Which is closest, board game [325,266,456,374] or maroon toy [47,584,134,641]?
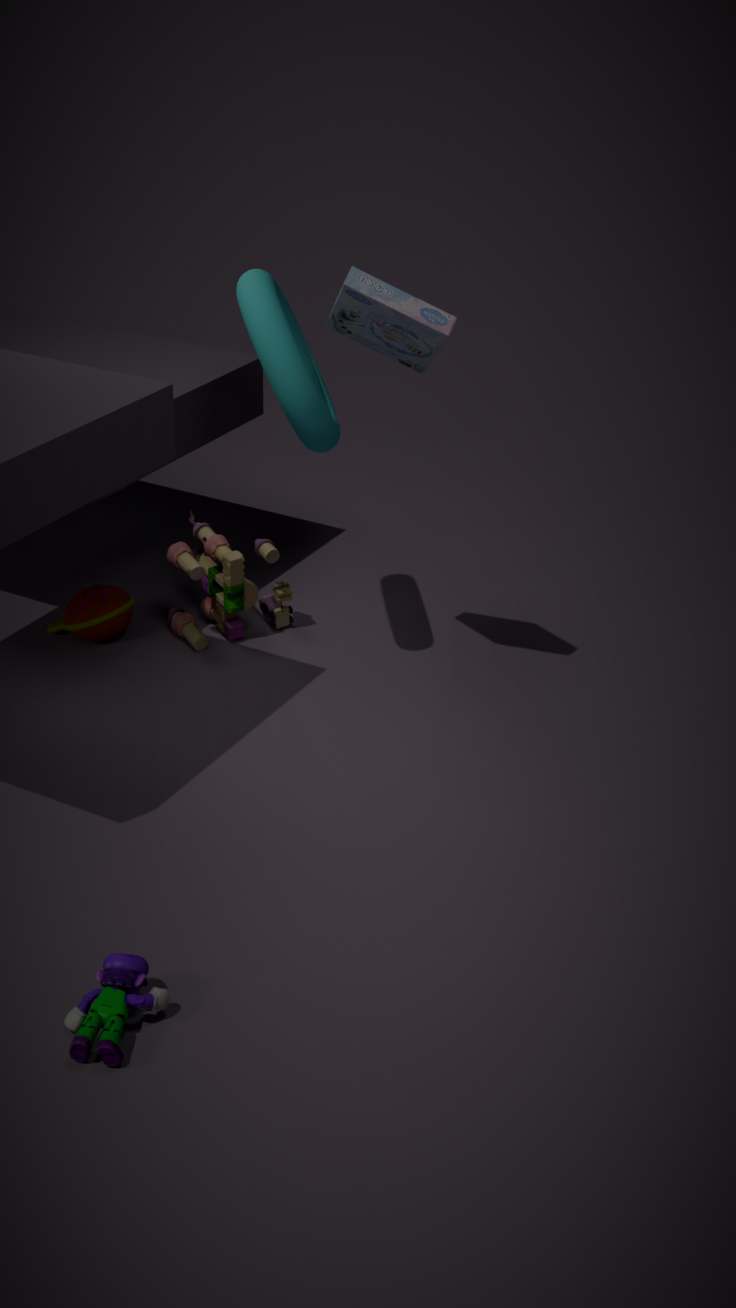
board game [325,266,456,374]
